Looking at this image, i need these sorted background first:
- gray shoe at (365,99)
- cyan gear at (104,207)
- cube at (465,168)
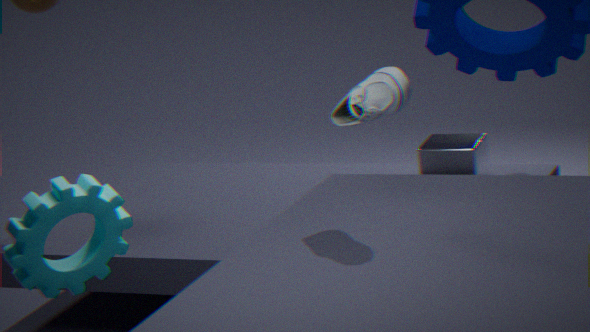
1. cube at (465,168)
2. gray shoe at (365,99)
3. cyan gear at (104,207)
